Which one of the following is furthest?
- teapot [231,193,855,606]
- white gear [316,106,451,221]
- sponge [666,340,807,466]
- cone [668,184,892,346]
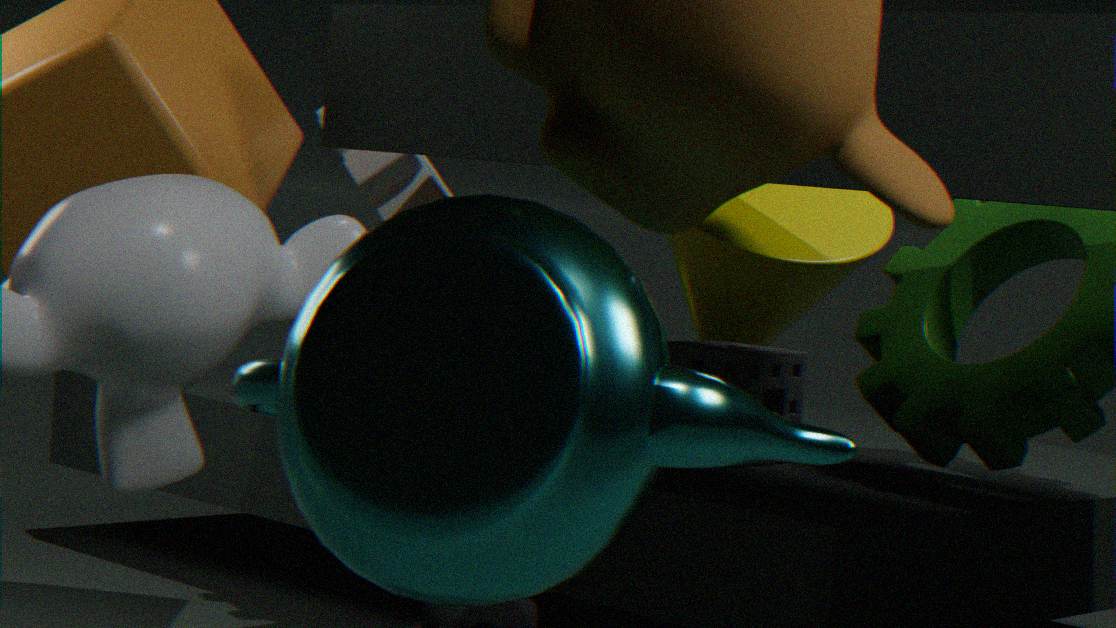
cone [668,184,892,346]
